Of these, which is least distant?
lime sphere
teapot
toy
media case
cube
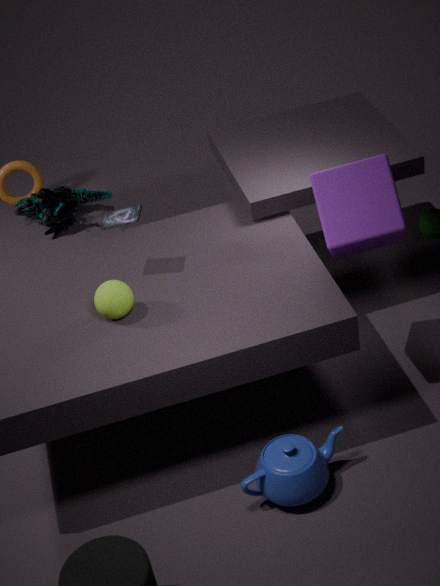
teapot
